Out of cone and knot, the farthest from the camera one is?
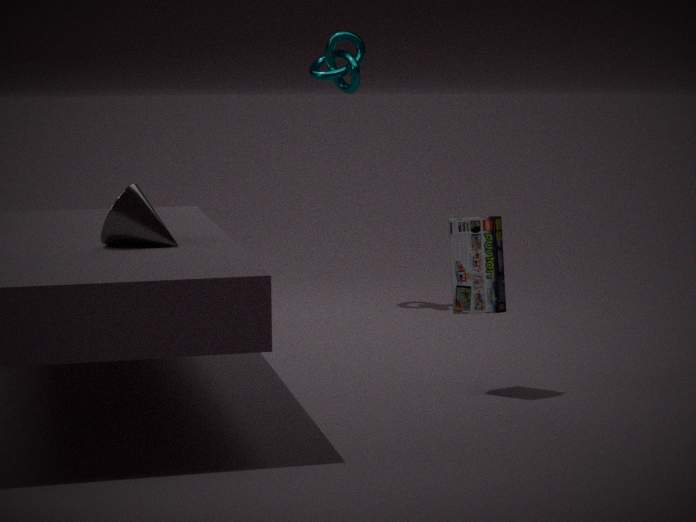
knot
